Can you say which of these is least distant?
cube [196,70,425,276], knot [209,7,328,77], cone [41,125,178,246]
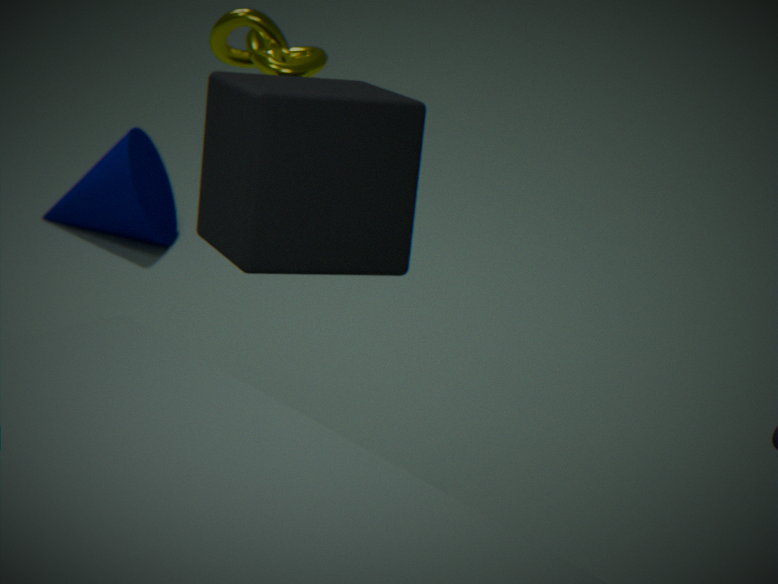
cube [196,70,425,276]
